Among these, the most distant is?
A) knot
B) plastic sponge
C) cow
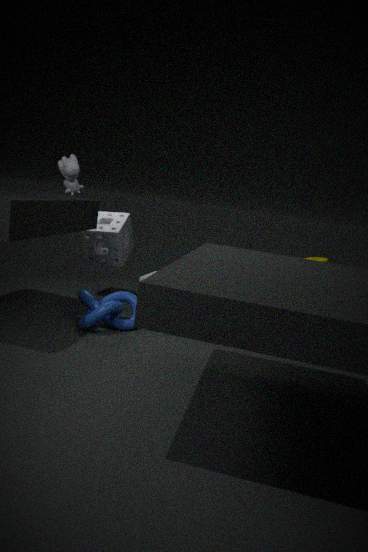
plastic sponge
